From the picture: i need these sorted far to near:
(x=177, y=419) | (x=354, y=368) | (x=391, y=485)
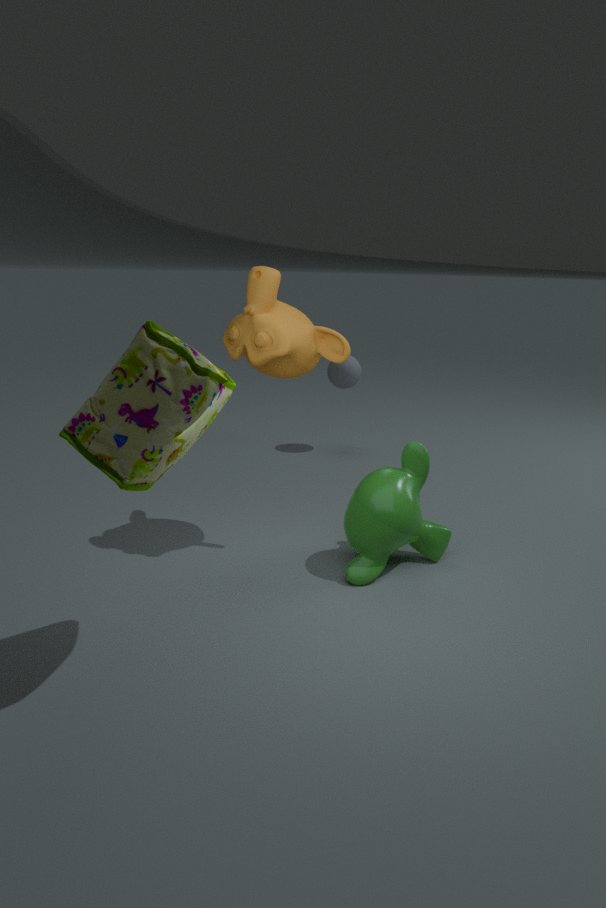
(x=354, y=368)
(x=391, y=485)
(x=177, y=419)
